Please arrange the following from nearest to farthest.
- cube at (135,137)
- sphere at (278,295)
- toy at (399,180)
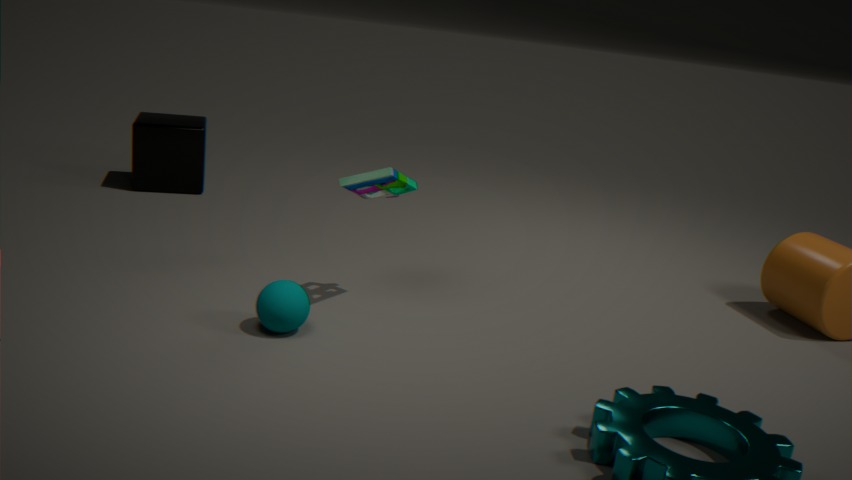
sphere at (278,295), toy at (399,180), cube at (135,137)
